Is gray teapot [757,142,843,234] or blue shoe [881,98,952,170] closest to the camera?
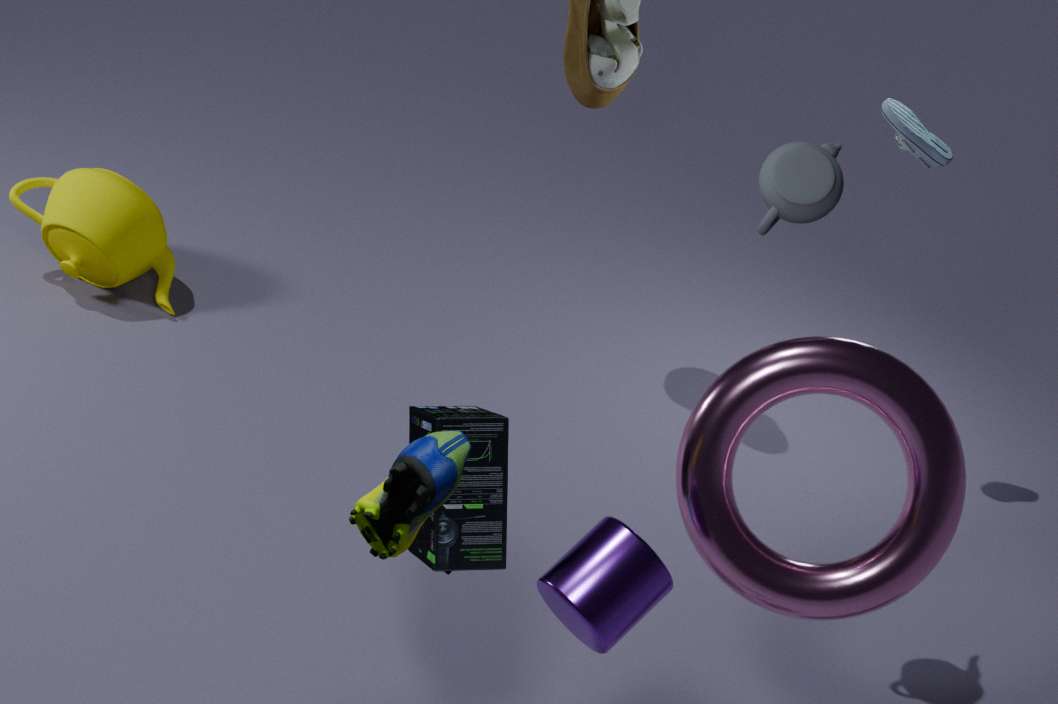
gray teapot [757,142,843,234]
